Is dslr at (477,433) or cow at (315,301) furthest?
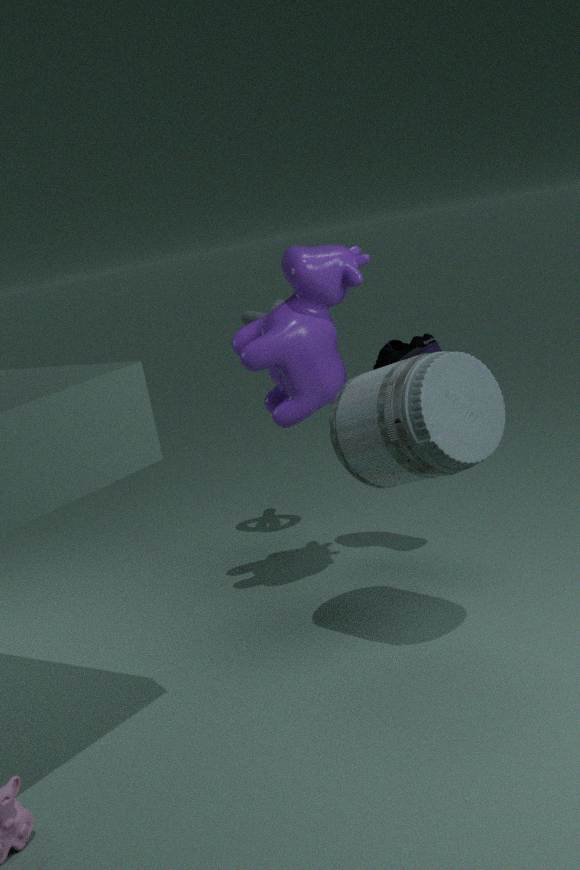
cow at (315,301)
